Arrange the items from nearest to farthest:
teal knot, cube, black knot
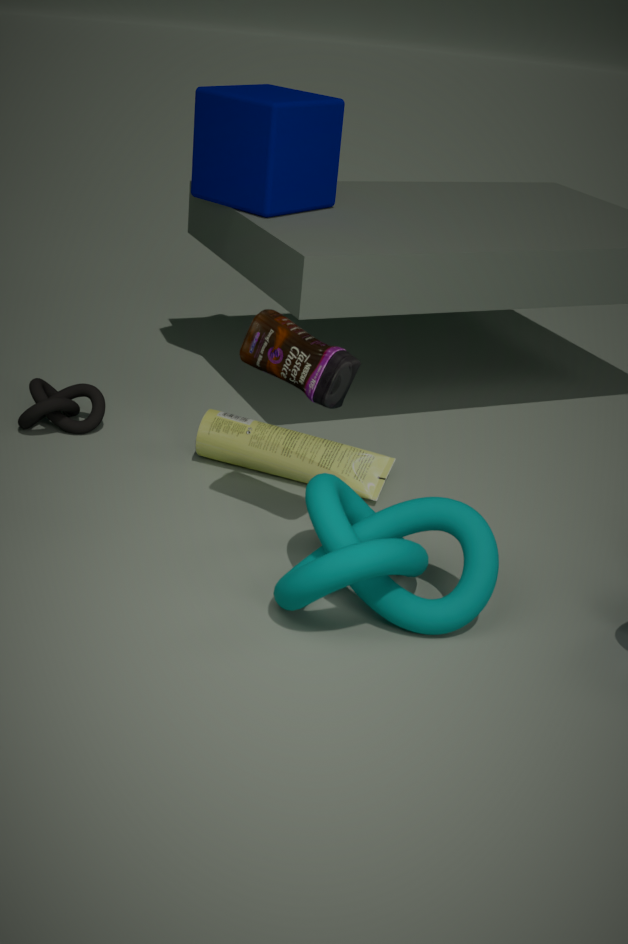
teal knot, black knot, cube
